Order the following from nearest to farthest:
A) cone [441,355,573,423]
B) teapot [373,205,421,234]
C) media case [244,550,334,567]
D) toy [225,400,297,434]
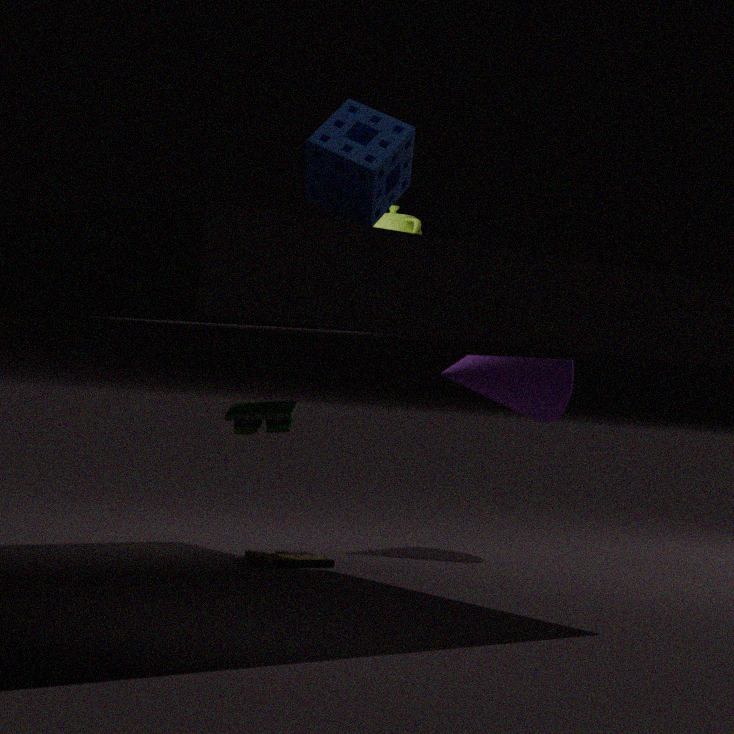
teapot [373,205,421,234], media case [244,550,334,567], toy [225,400,297,434], cone [441,355,573,423]
